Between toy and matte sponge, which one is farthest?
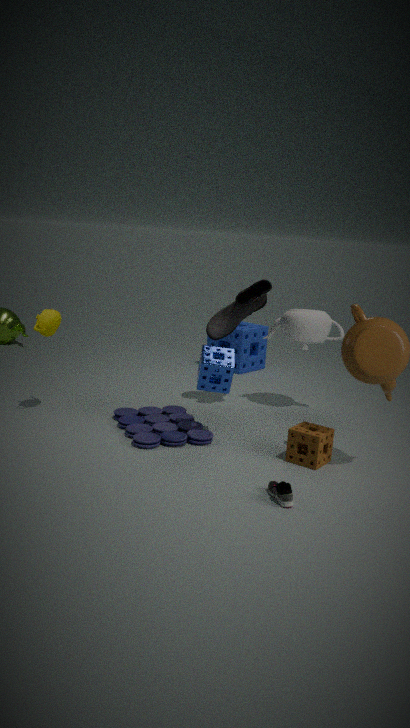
matte sponge
